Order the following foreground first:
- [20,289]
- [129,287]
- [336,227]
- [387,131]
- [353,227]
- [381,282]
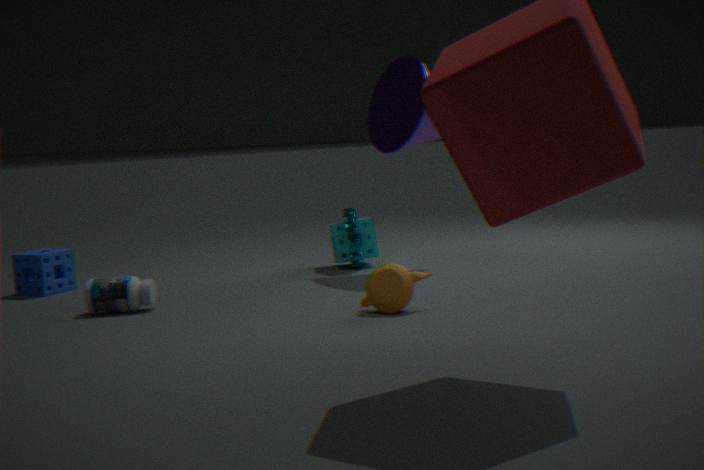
1. [381,282]
2. [129,287]
3. [387,131]
4. [20,289]
5. [353,227]
6. [336,227]
